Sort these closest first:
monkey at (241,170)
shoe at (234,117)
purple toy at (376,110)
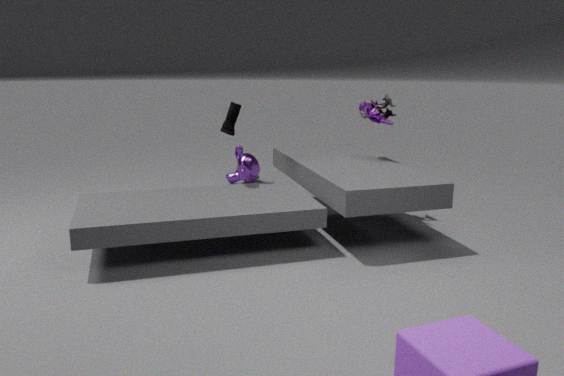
shoe at (234,117) < purple toy at (376,110) < monkey at (241,170)
